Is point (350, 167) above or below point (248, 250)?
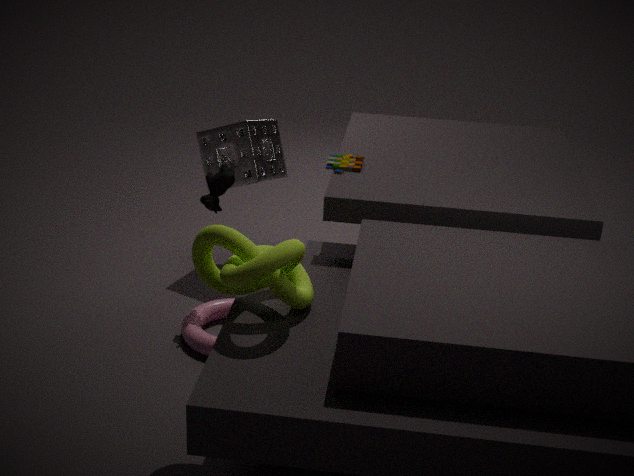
above
